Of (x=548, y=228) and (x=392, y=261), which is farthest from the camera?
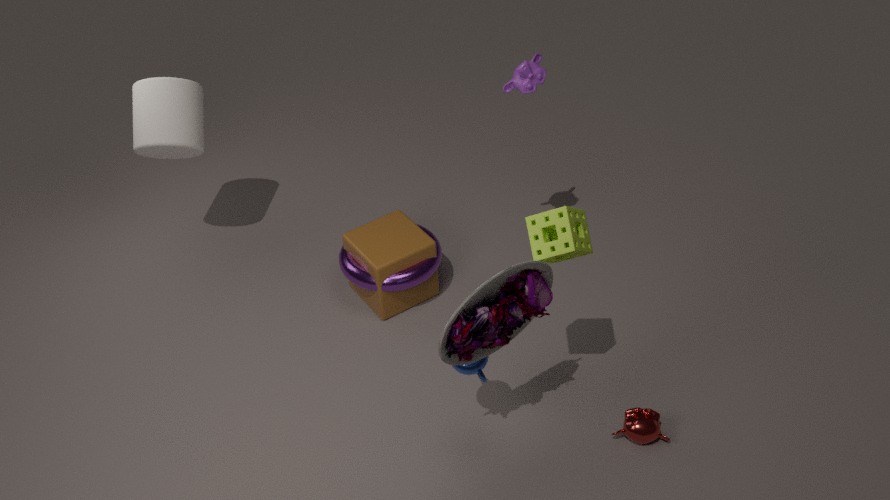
(x=392, y=261)
